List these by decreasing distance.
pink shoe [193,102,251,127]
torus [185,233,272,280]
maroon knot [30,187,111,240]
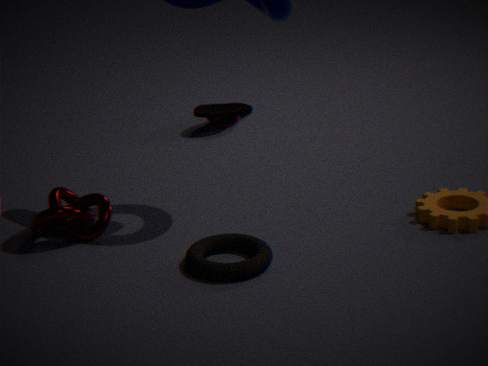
1. pink shoe [193,102,251,127]
2. maroon knot [30,187,111,240]
3. torus [185,233,272,280]
